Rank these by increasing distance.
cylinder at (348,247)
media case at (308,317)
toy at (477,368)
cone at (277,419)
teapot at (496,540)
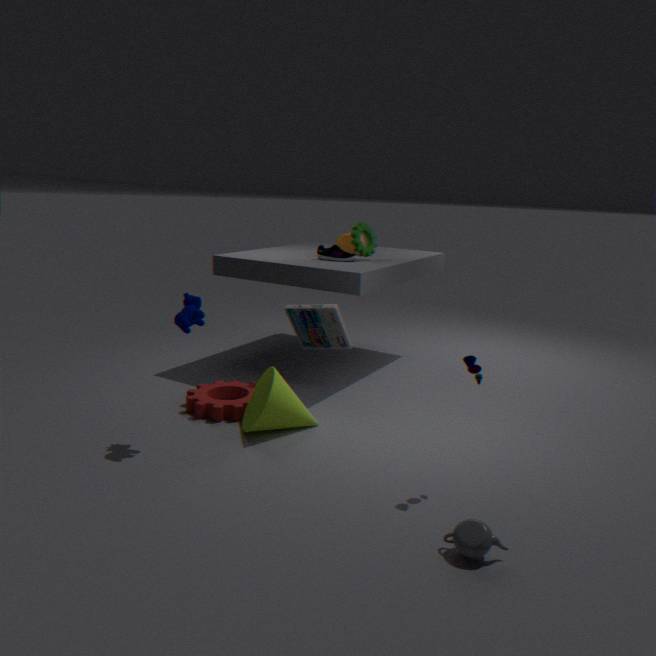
1. teapot at (496,540)
2. toy at (477,368)
3. cone at (277,419)
4. media case at (308,317)
5. cylinder at (348,247)
